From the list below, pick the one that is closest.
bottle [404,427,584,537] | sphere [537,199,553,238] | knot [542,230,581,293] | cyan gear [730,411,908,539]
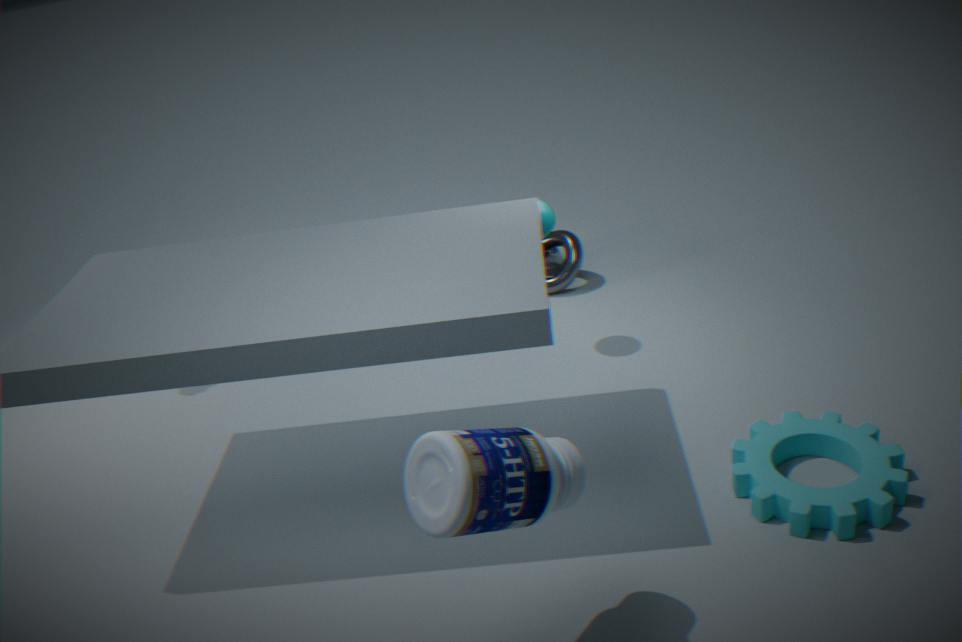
bottle [404,427,584,537]
